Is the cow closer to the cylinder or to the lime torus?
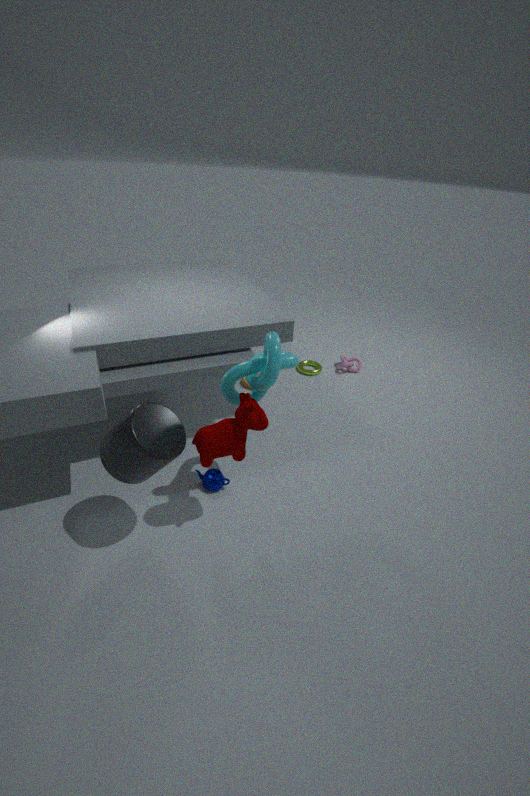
the cylinder
